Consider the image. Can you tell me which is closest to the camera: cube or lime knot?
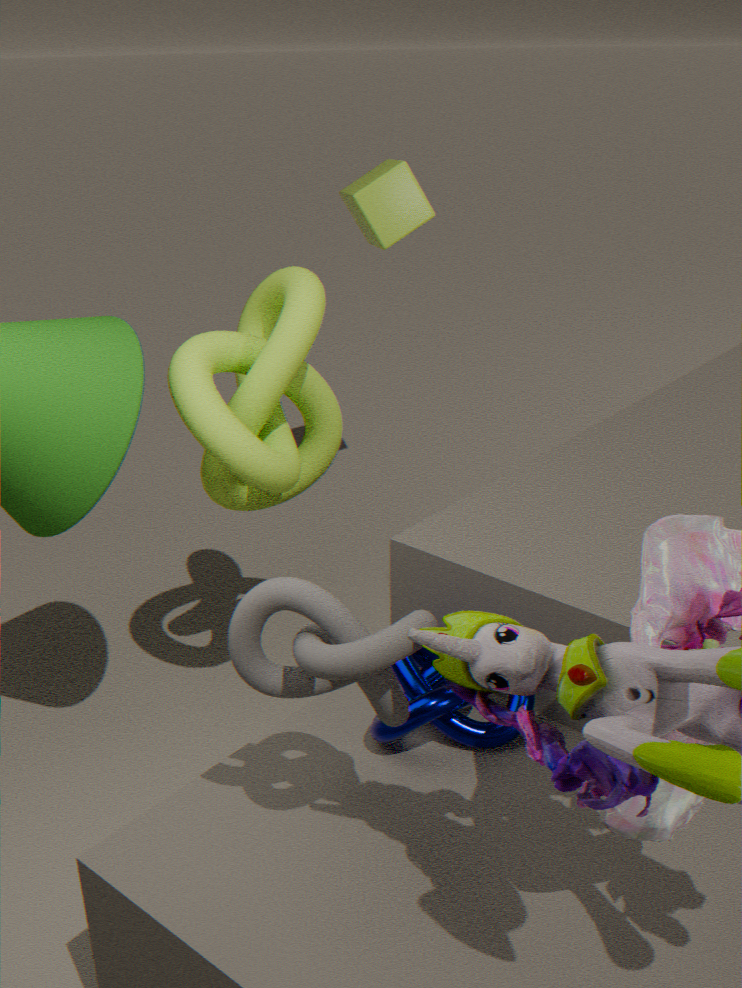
lime knot
